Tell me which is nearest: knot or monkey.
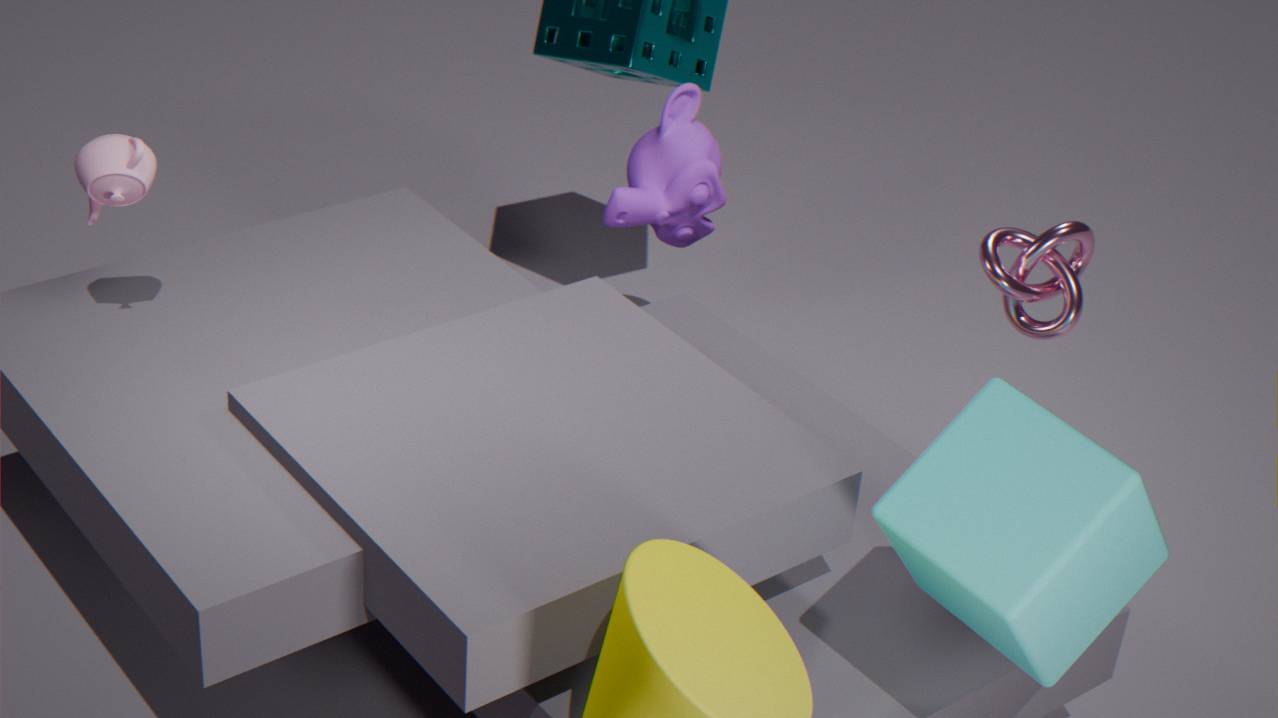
knot
